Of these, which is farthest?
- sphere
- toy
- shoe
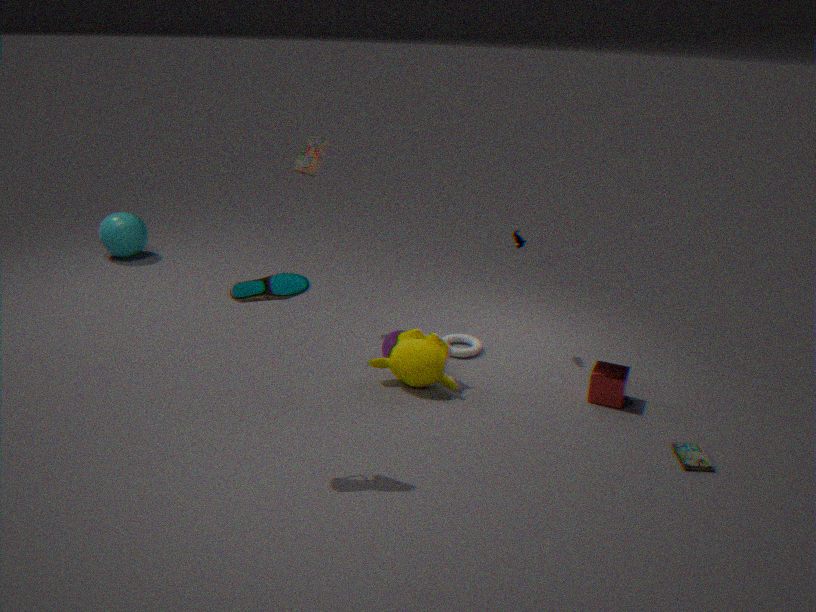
sphere
